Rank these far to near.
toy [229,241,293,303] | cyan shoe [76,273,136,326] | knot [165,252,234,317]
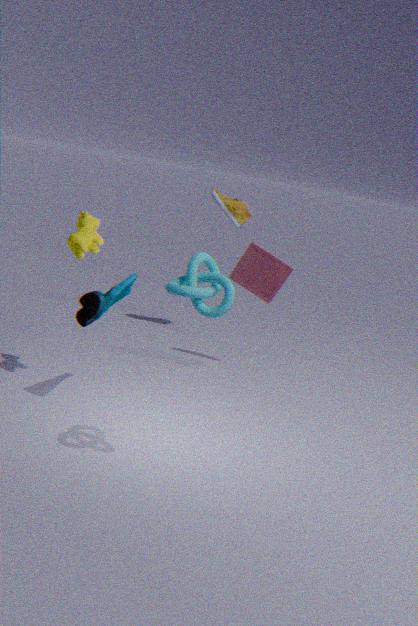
toy [229,241,293,303]
cyan shoe [76,273,136,326]
knot [165,252,234,317]
